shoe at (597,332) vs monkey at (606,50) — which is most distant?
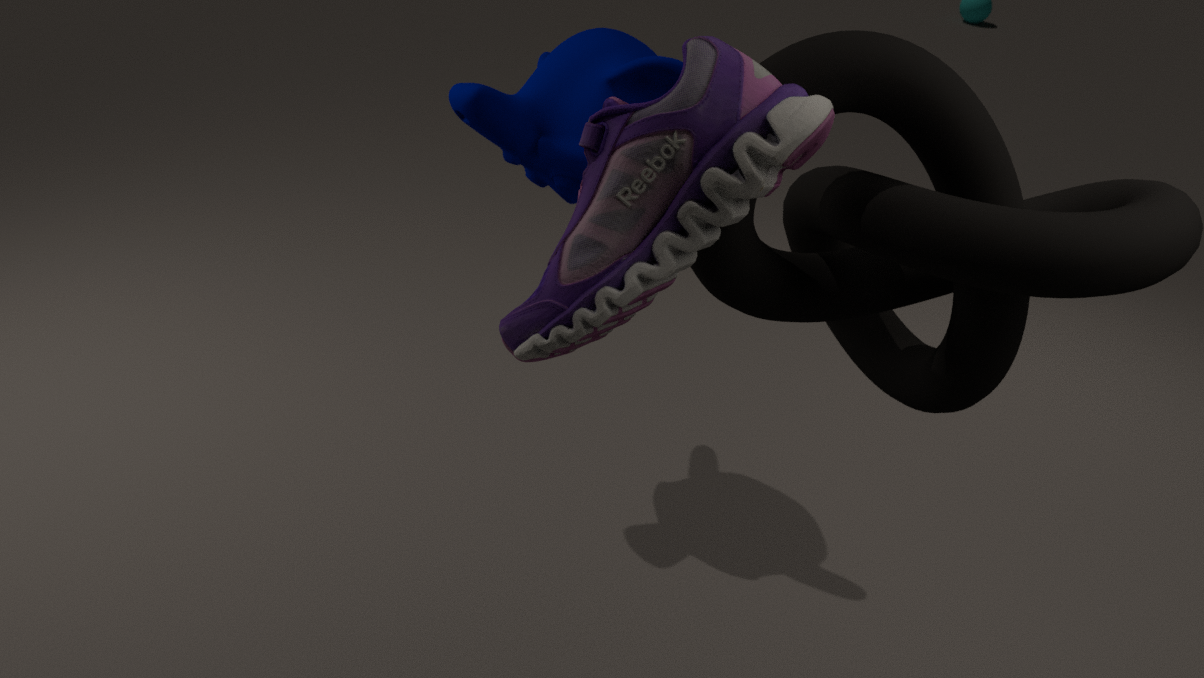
monkey at (606,50)
